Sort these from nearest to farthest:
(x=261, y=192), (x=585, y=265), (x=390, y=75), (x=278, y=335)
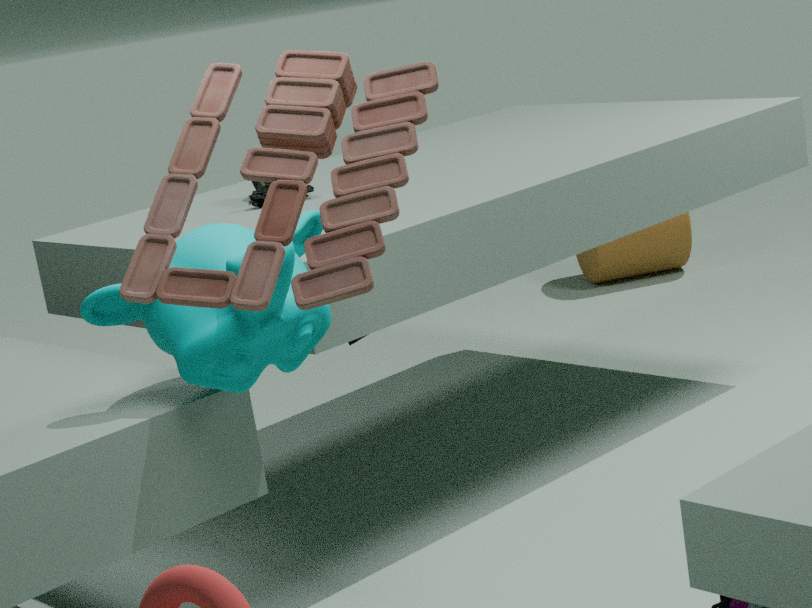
(x=390, y=75), (x=278, y=335), (x=261, y=192), (x=585, y=265)
